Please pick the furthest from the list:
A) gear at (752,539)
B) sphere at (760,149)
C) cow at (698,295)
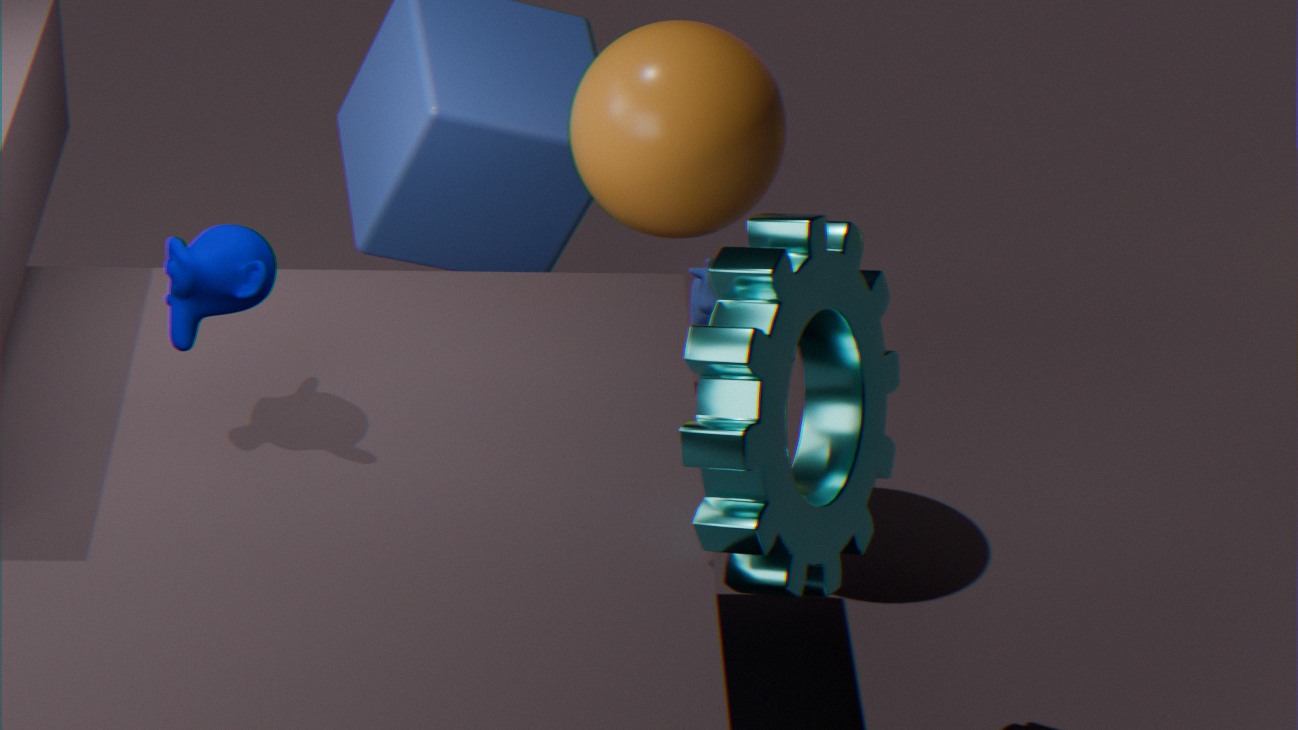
cow at (698,295)
